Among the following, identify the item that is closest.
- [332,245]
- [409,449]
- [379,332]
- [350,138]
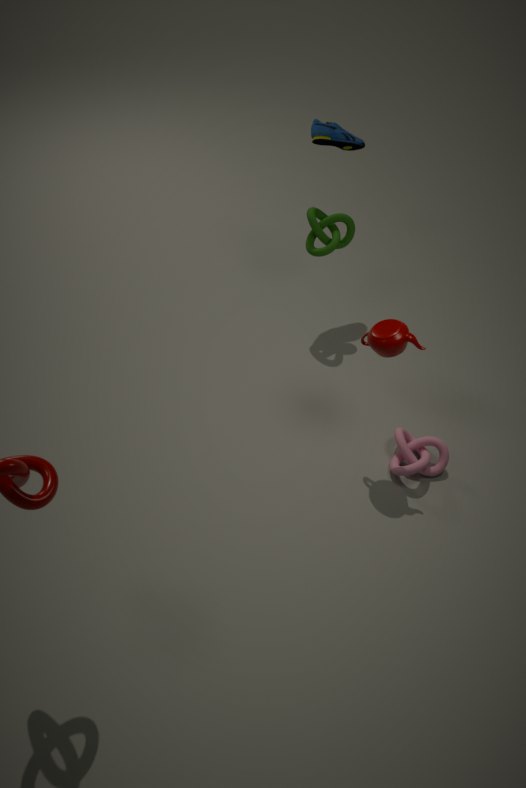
[379,332]
